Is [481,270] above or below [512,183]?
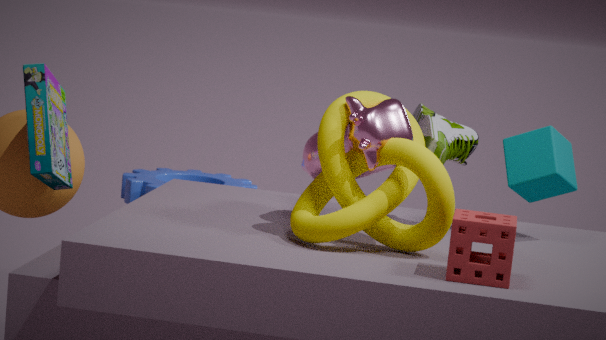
below
